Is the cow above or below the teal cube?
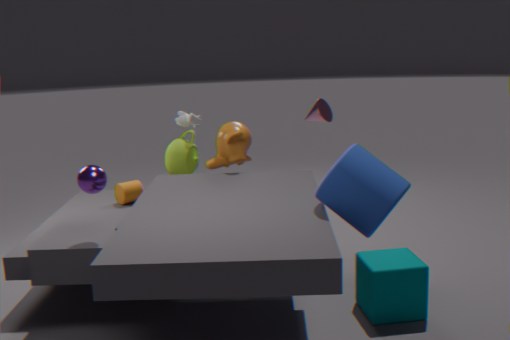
above
